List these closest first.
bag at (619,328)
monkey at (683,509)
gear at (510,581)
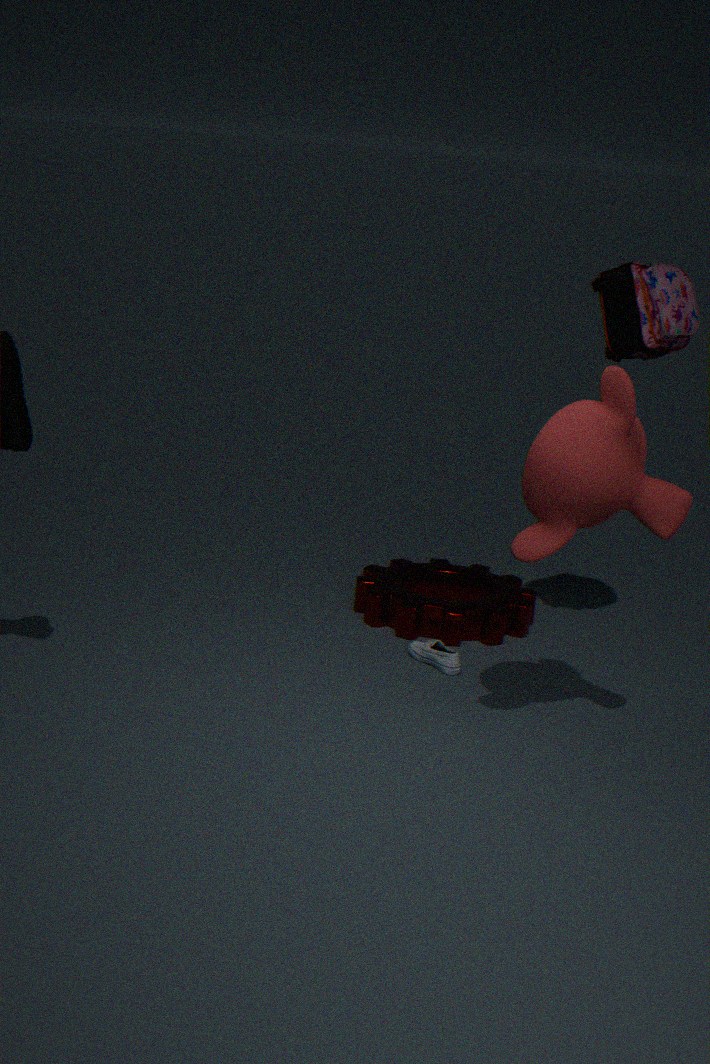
monkey at (683,509) → bag at (619,328) → gear at (510,581)
